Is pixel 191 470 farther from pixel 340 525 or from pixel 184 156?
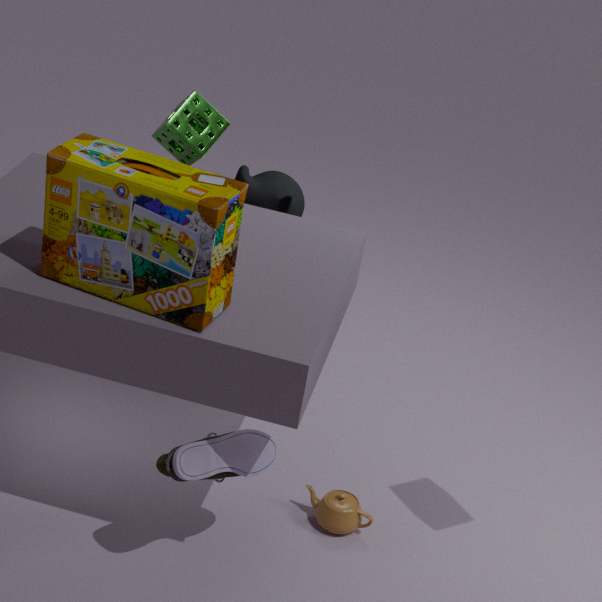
pixel 184 156
